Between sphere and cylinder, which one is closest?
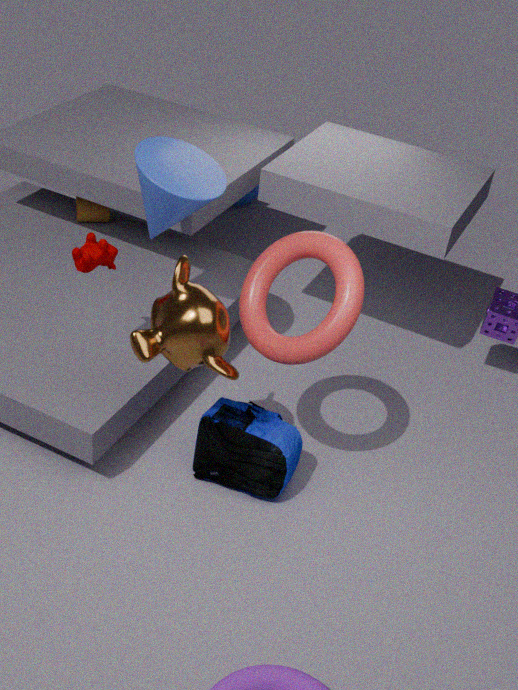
cylinder
